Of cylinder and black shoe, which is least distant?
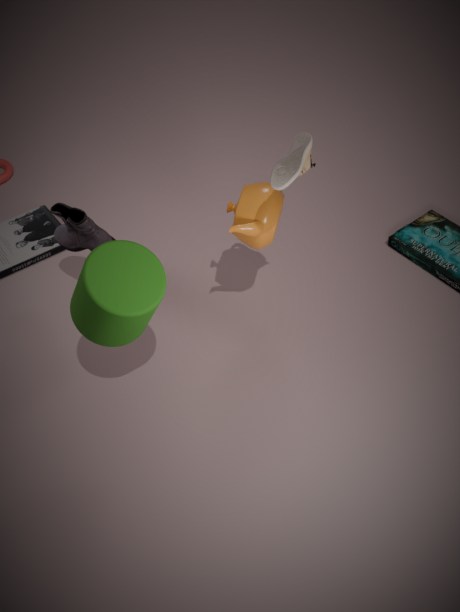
cylinder
